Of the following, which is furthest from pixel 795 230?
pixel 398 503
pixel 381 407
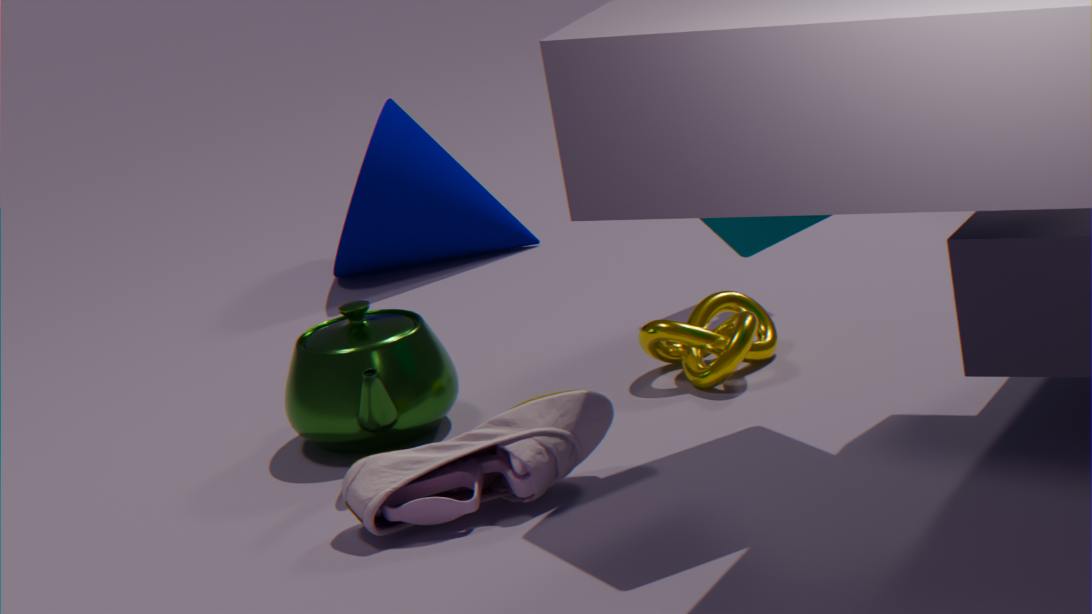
pixel 381 407
